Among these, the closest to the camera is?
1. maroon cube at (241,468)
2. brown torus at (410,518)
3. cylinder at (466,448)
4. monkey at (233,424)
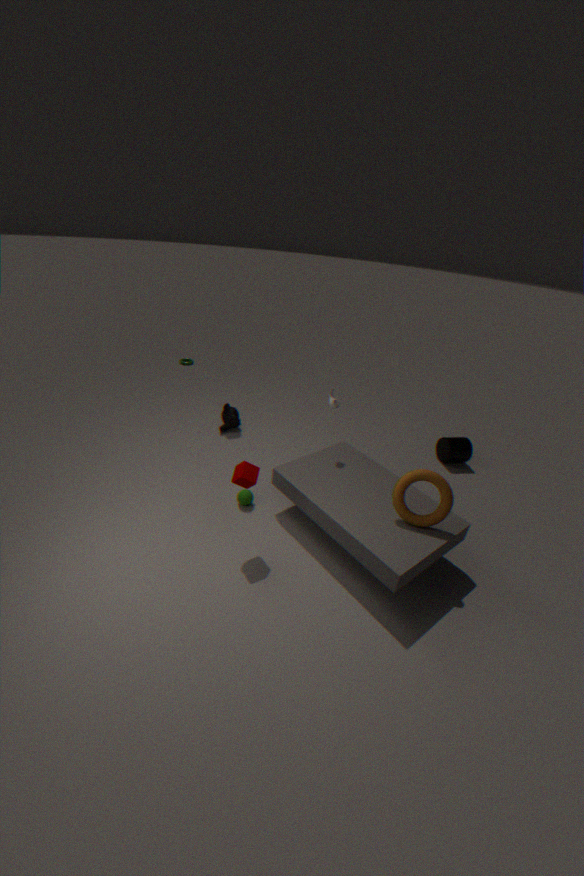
brown torus at (410,518)
